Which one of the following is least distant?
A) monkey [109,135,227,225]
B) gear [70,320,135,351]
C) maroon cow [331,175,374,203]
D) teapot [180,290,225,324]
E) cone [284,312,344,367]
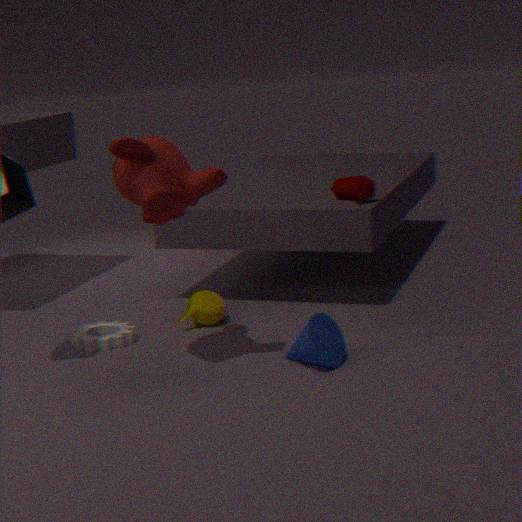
monkey [109,135,227,225]
